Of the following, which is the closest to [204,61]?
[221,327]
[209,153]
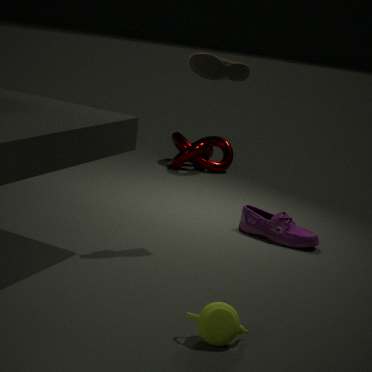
[221,327]
